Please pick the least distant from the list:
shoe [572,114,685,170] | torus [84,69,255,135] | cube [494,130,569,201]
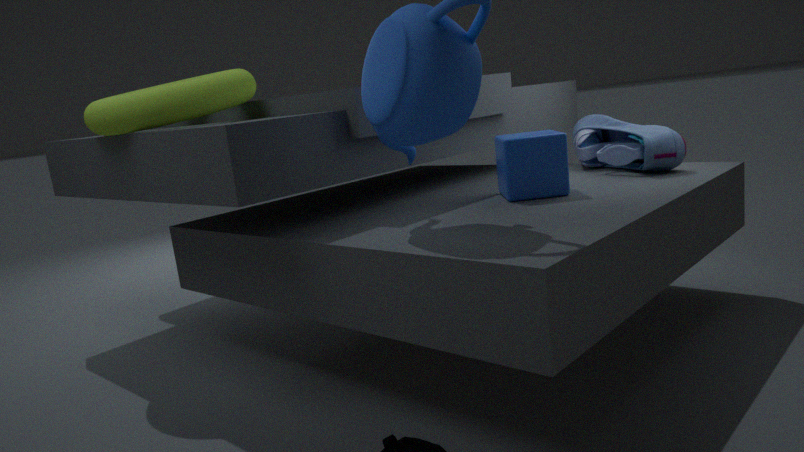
cube [494,130,569,201]
